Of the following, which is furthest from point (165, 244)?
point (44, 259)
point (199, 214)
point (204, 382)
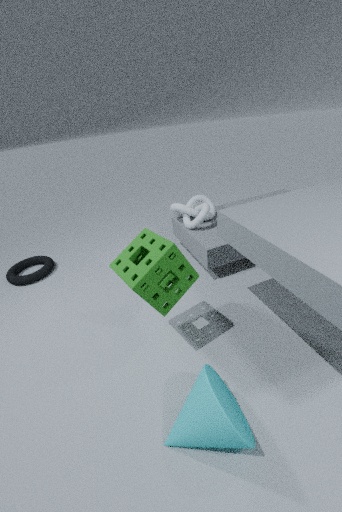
point (44, 259)
